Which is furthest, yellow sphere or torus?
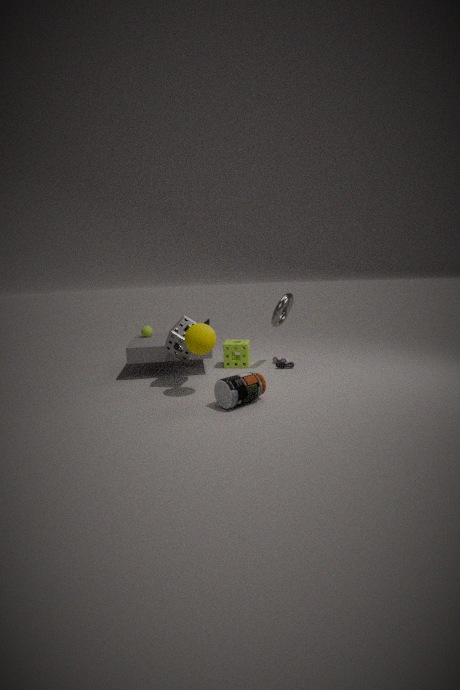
torus
